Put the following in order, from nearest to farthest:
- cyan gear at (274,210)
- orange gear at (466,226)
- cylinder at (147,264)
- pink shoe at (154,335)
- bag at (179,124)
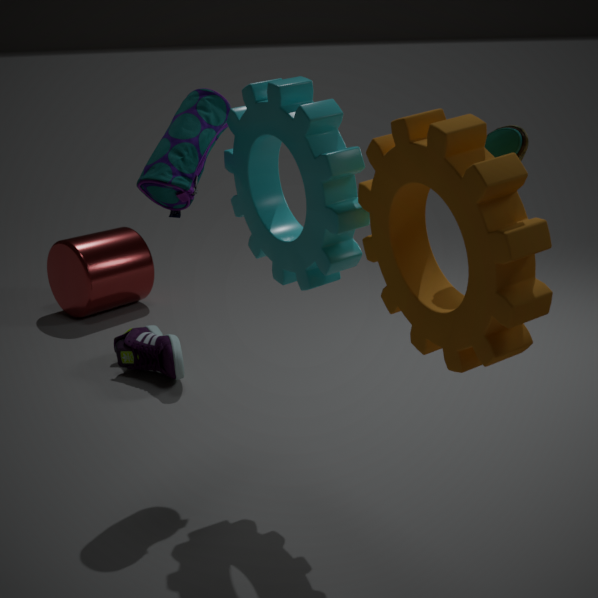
orange gear at (466,226), cyan gear at (274,210), bag at (179,124), pink shoe at (154,335), cylinder at (147,264)
